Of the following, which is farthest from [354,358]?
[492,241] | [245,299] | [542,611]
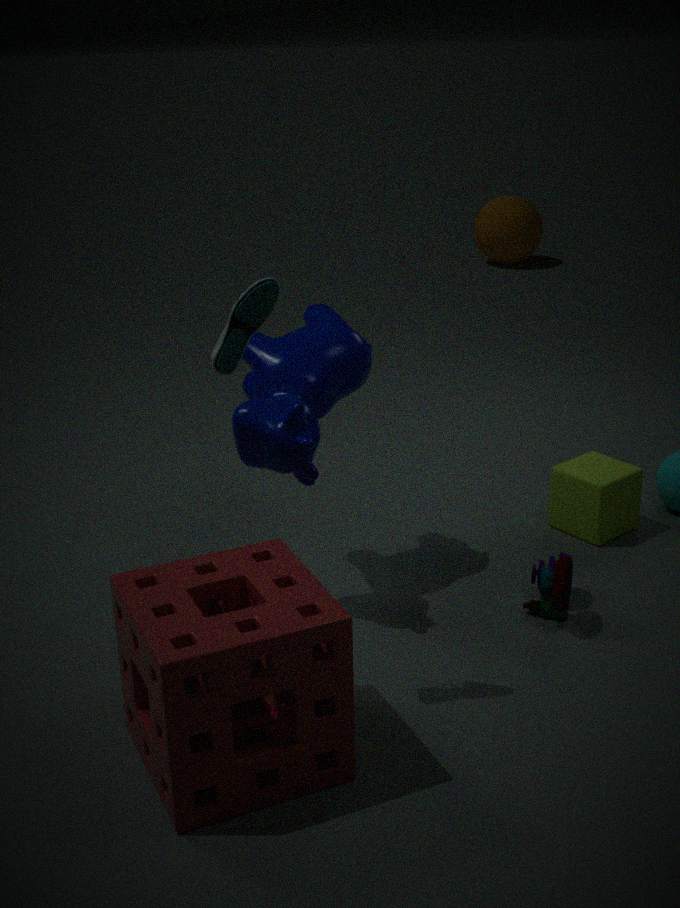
[492,241]
